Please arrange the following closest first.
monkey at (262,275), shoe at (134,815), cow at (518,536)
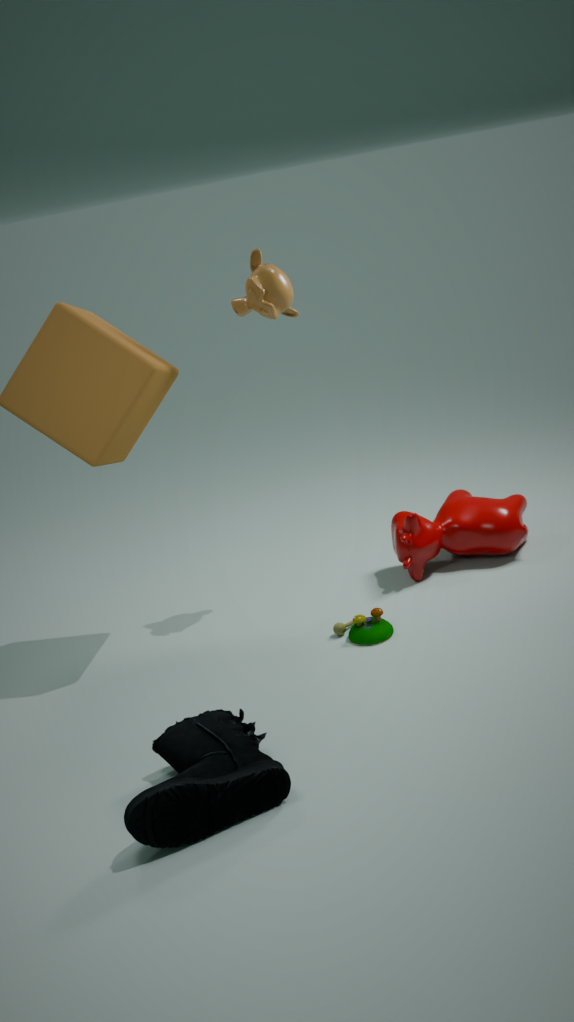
shoe at (134,815) → monkey at (262,275) → cow at (518,536)
